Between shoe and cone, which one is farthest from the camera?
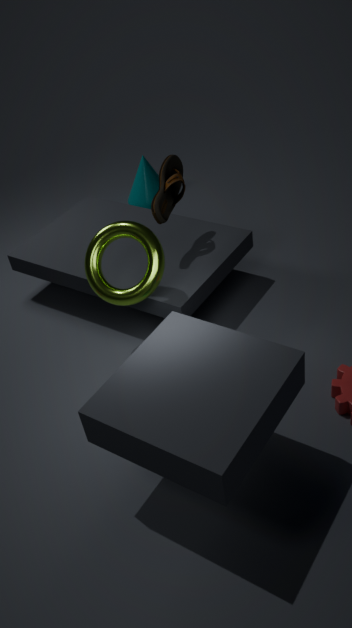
cone
